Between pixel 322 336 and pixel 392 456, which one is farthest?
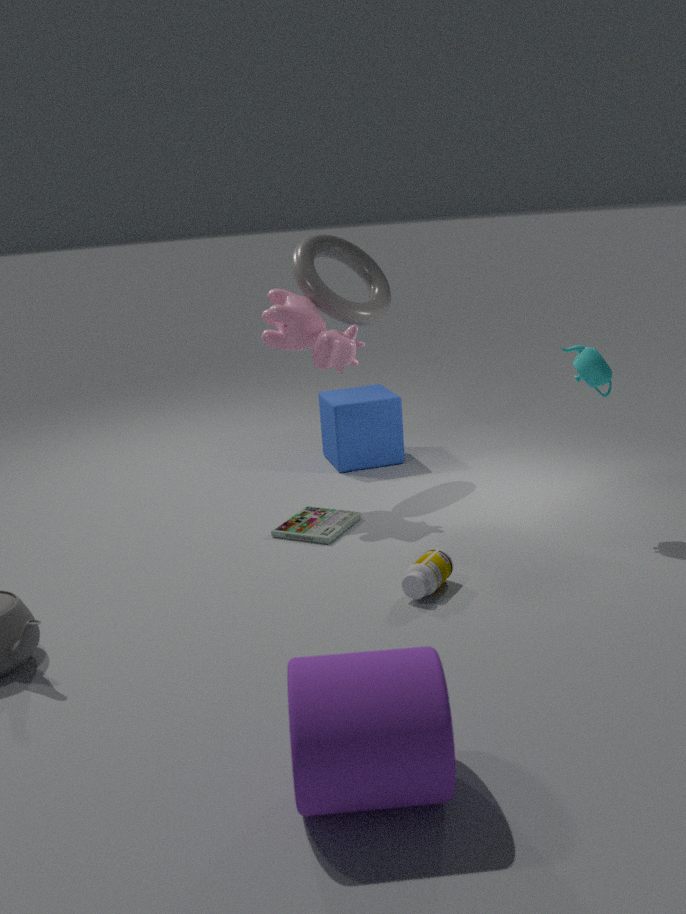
pixel 392 456
